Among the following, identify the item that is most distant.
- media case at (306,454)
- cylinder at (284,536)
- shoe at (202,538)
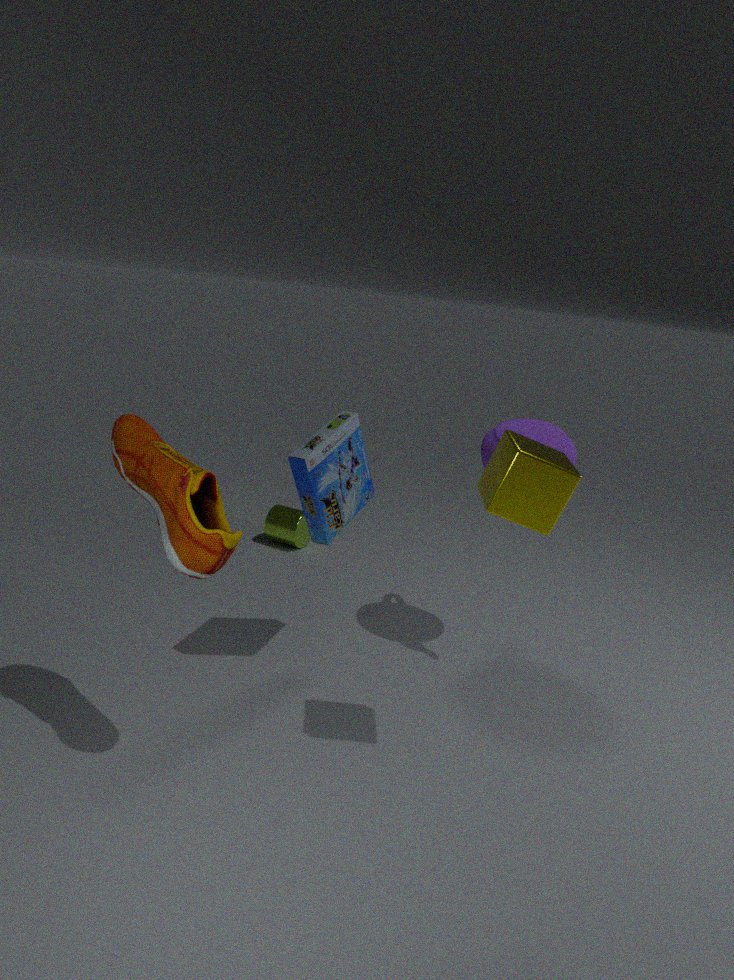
cylinder at (284,536)
